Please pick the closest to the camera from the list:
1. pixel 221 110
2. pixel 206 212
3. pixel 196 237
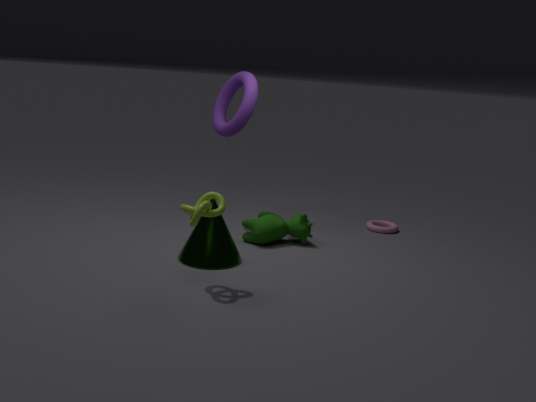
pixel 206 212
